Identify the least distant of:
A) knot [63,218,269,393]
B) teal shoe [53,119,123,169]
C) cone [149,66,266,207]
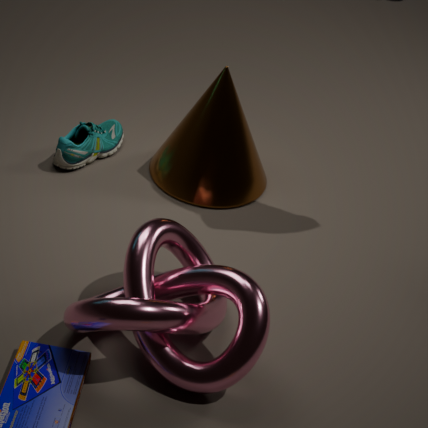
knot [63,218,269,393]
